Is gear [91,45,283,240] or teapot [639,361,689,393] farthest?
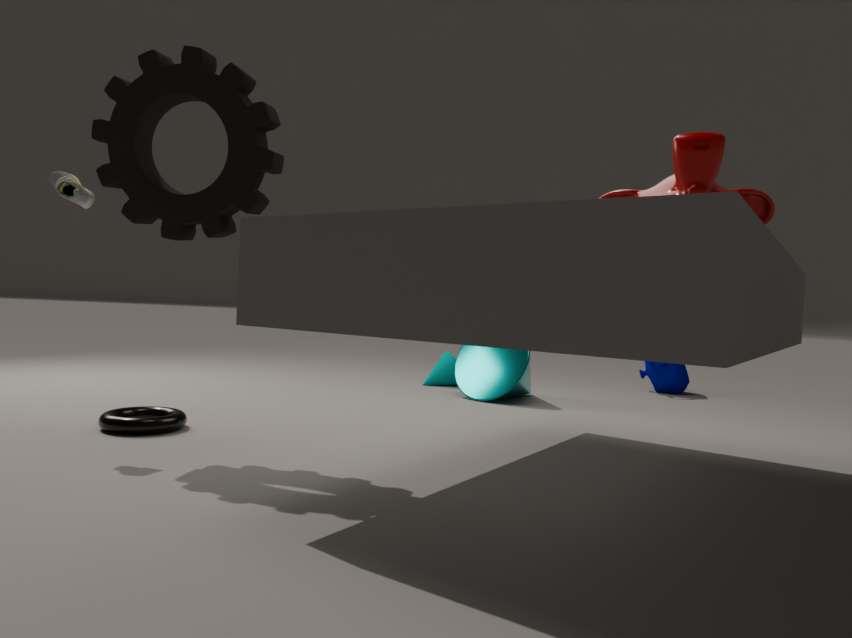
teapot [639,361,689,393]
